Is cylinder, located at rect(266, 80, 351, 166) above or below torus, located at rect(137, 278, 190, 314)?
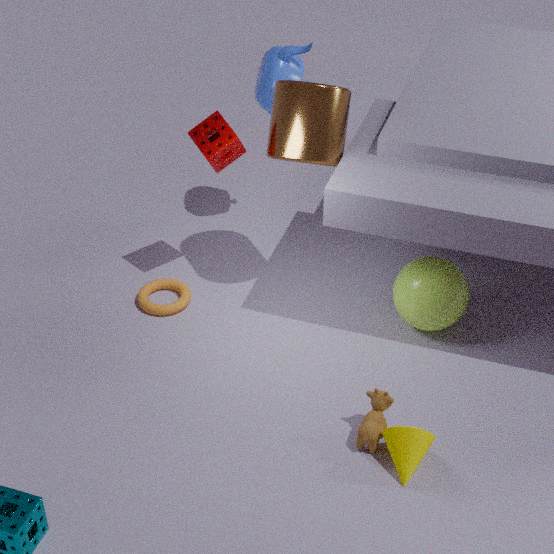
above
